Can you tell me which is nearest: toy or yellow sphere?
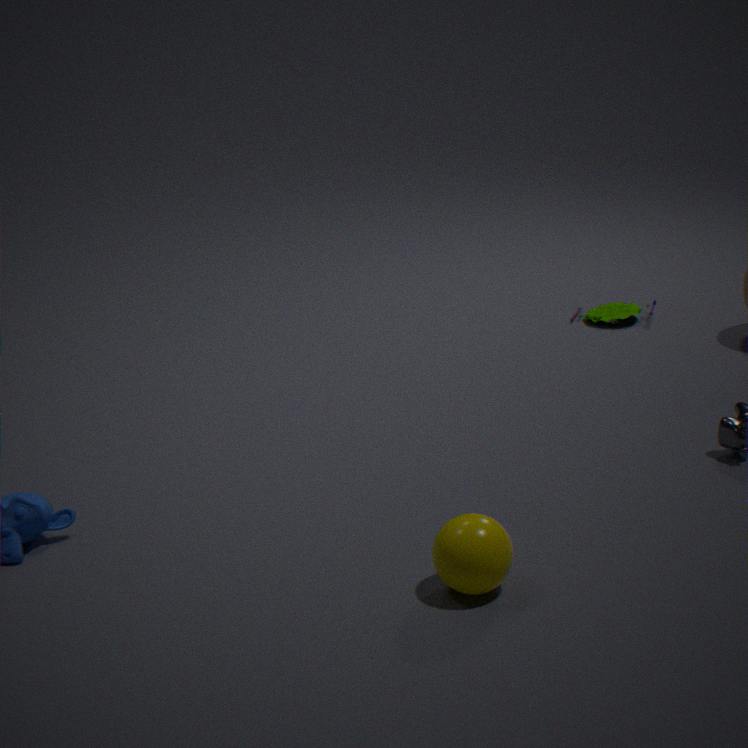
yellow sphere
